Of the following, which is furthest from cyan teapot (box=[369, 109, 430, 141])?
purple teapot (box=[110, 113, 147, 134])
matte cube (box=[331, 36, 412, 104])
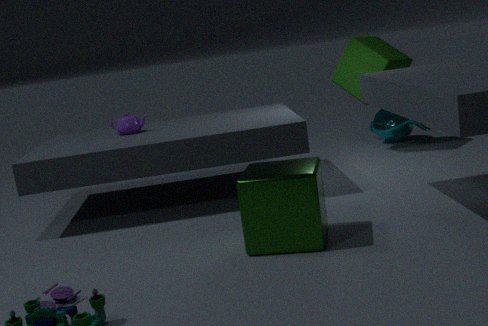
purple teapot (box=[110, 113, 147, 134])
